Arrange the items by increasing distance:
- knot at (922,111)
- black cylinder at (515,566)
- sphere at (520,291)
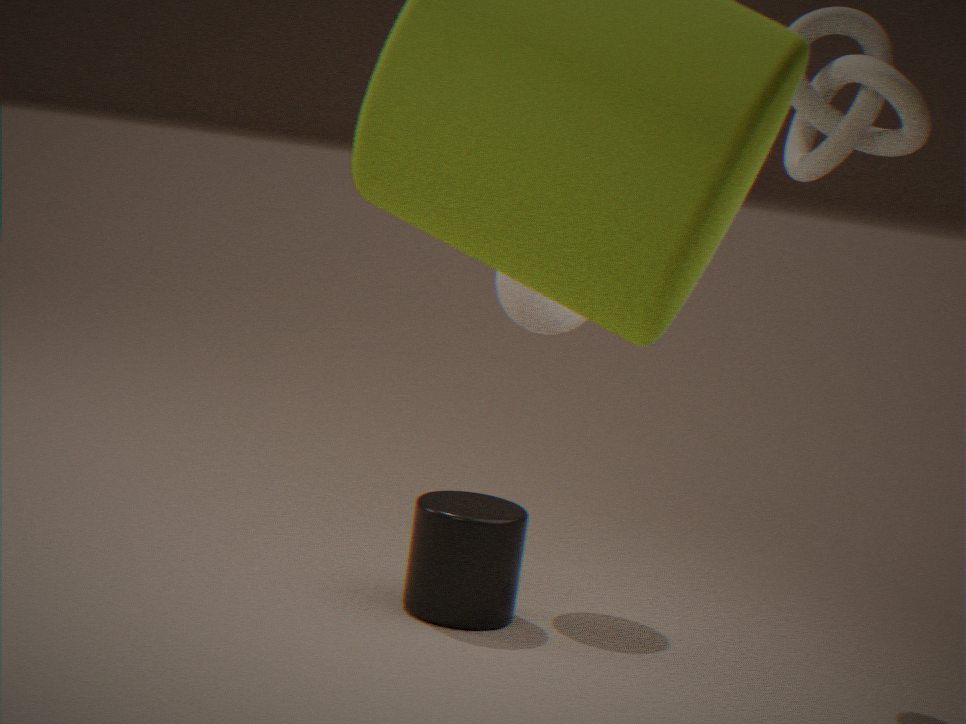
knot at (922,111) → black cylinder at (515,566) → sphere at (520,291)
